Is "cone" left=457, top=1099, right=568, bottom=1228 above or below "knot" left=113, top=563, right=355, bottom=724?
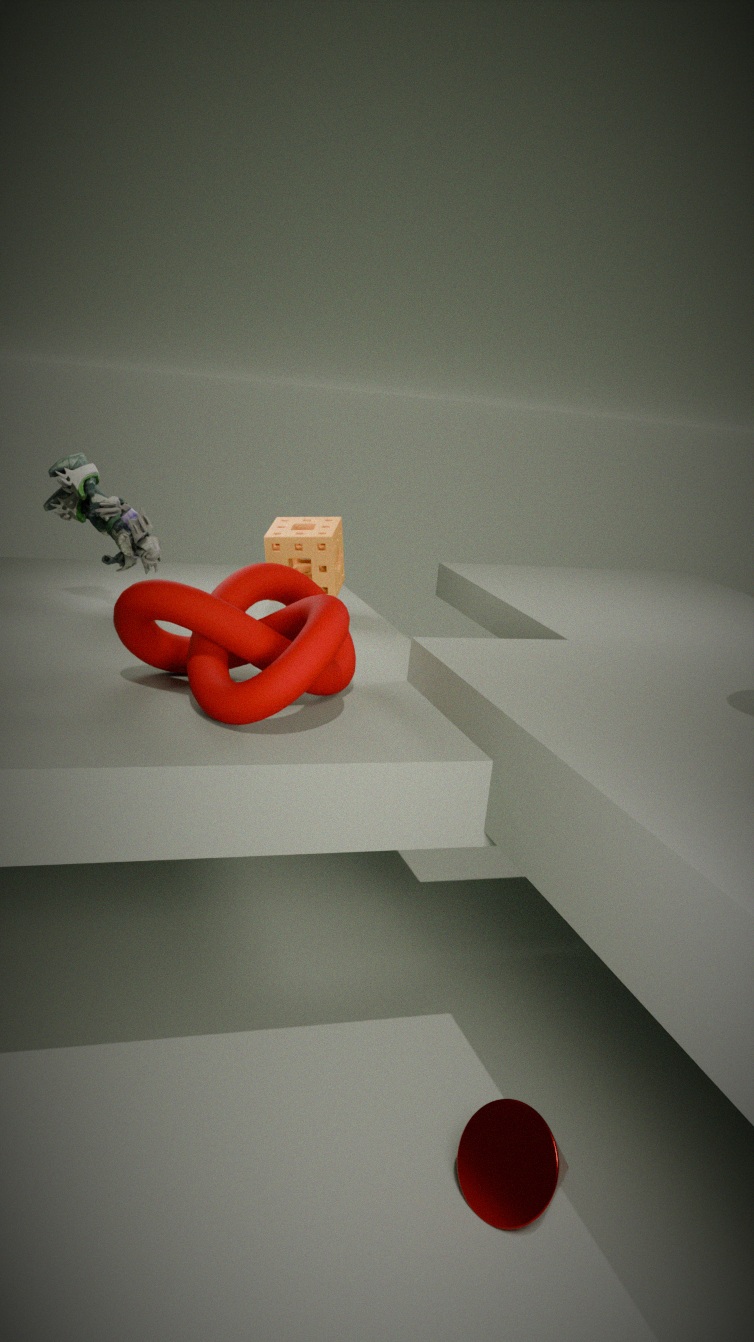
below
